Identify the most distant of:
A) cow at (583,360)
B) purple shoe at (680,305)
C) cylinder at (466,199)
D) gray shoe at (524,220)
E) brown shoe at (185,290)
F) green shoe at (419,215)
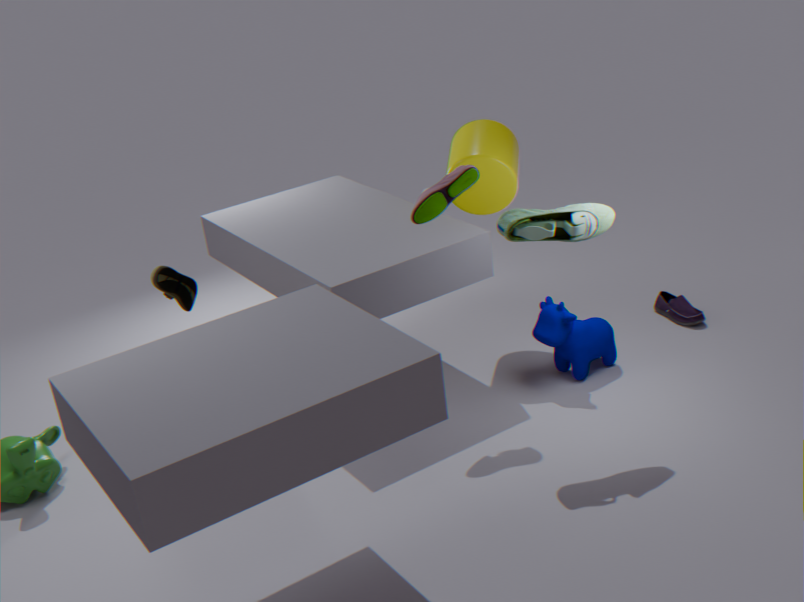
purple shoe at (680,305)
